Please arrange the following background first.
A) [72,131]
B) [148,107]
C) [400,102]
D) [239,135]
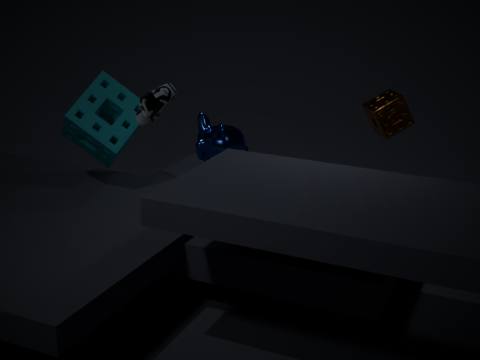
1. [239,135]
2. [72,131]
3. [400,102]
4. [148,107]
